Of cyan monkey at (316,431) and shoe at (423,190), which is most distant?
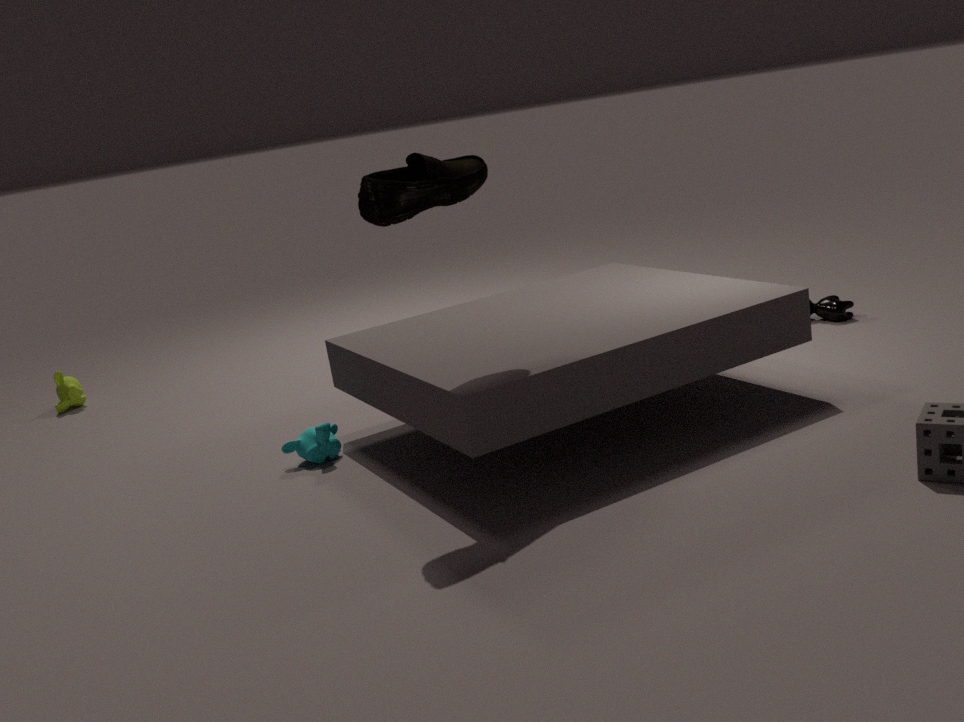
cyan monkey at (316,431)
